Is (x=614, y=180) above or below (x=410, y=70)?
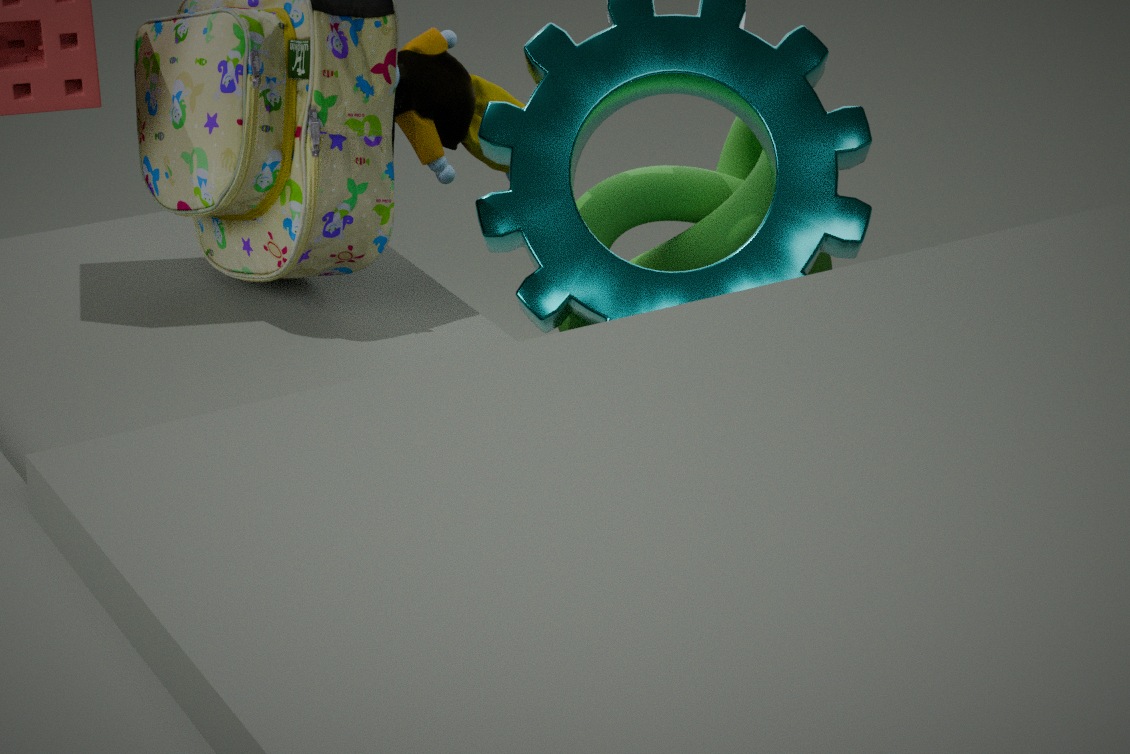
below
